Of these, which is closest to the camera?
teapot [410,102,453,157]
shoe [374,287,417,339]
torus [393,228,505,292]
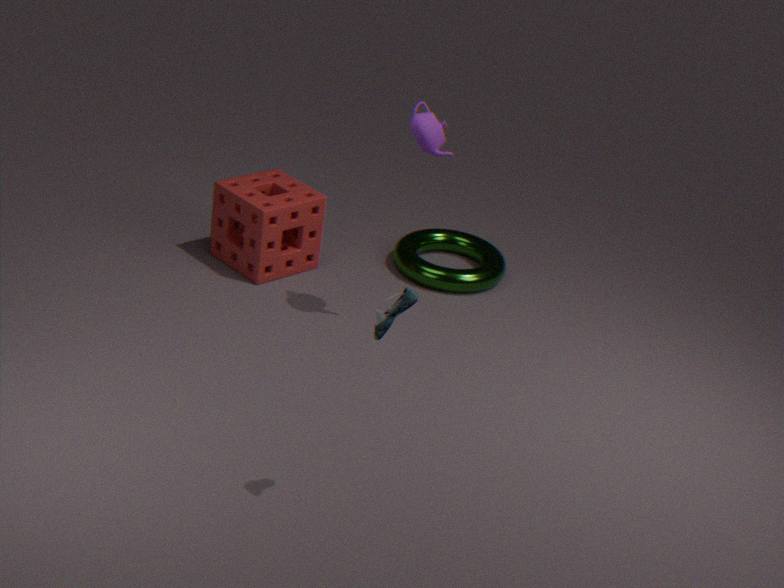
shoe [374,287,417,339]
